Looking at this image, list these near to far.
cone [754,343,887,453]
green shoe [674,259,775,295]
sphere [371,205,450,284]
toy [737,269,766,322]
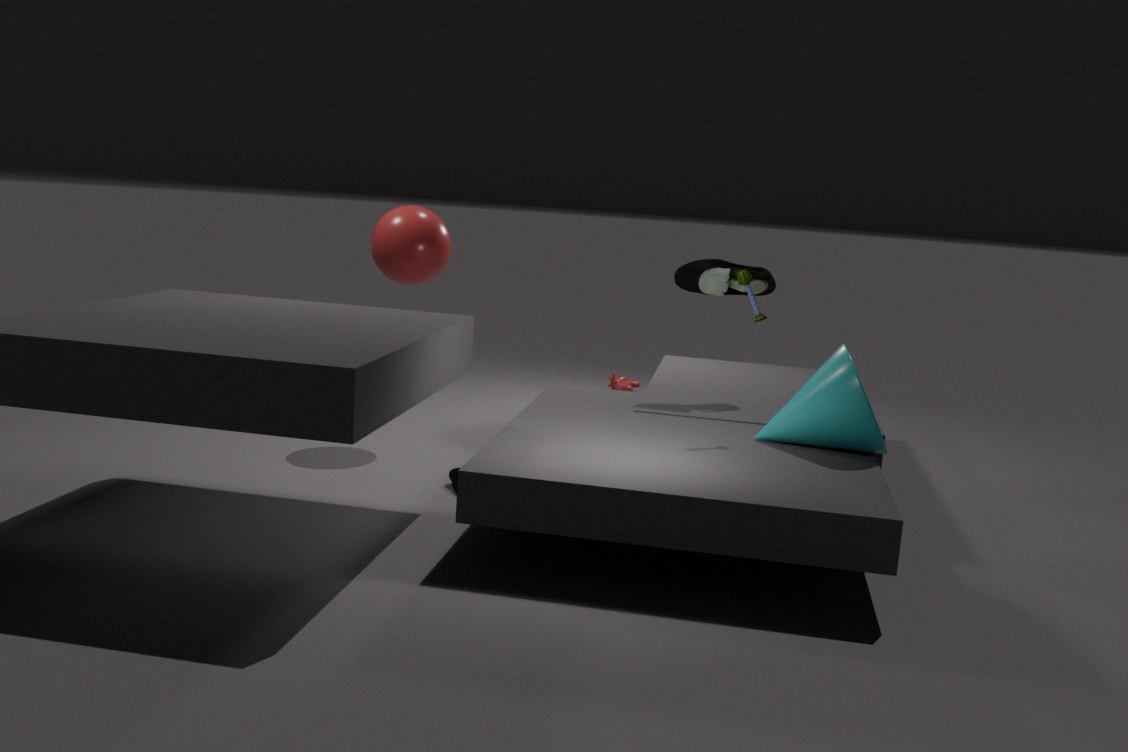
cone [754,343,887,453], toy [737,269,766,322], green shoe [674,259,775,295], sphere [371,205,450,284]
